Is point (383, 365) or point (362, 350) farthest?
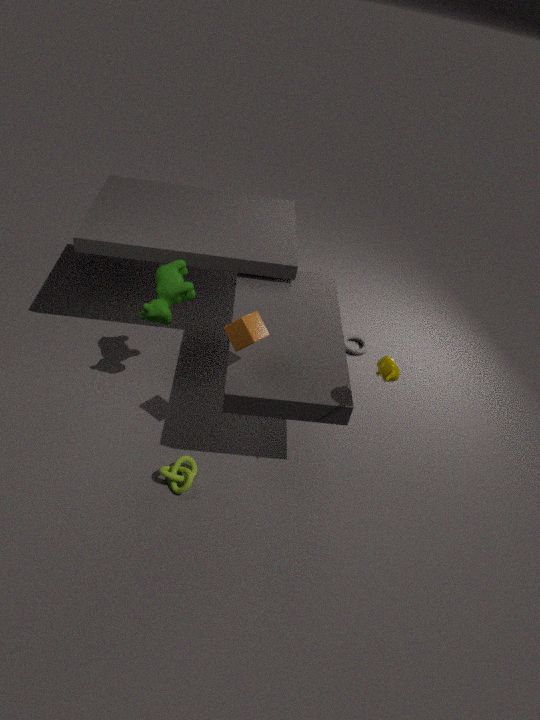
point (362, 350)
